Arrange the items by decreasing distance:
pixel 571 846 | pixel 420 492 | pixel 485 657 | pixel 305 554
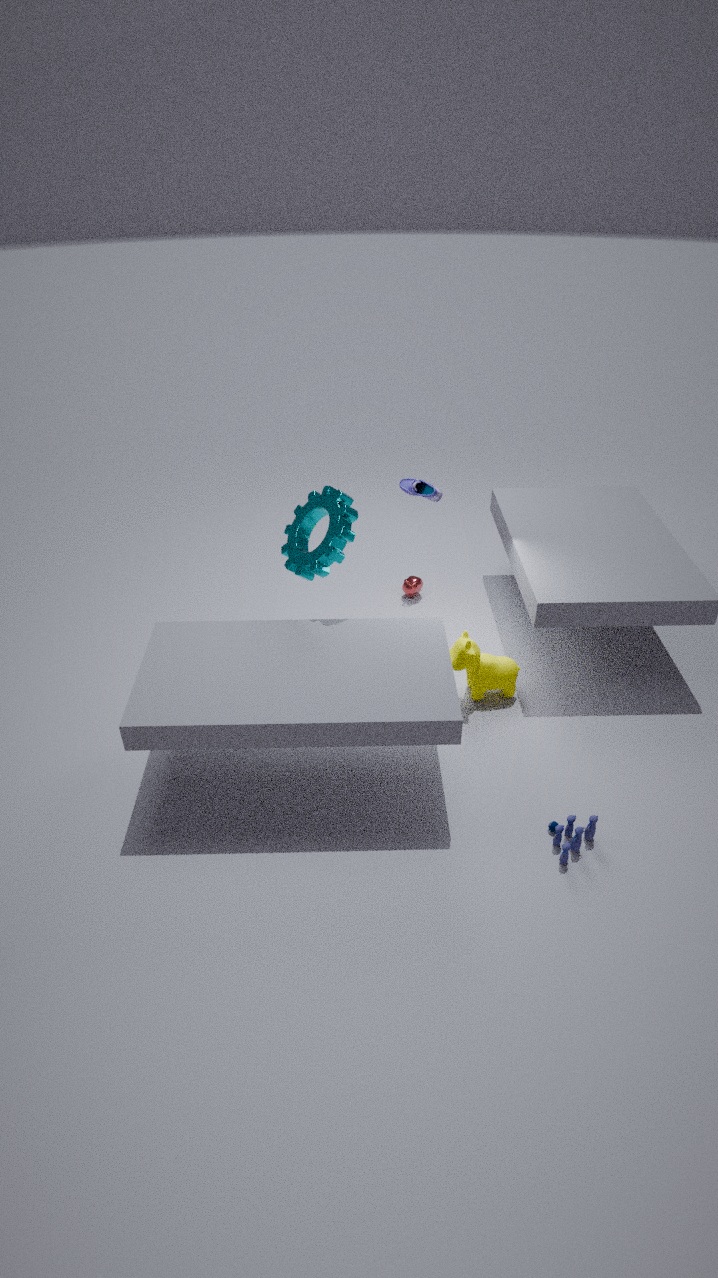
1. pixel 420 492
2. pixel 485 657
3. pixel 305 554
4. pixel 571 846
